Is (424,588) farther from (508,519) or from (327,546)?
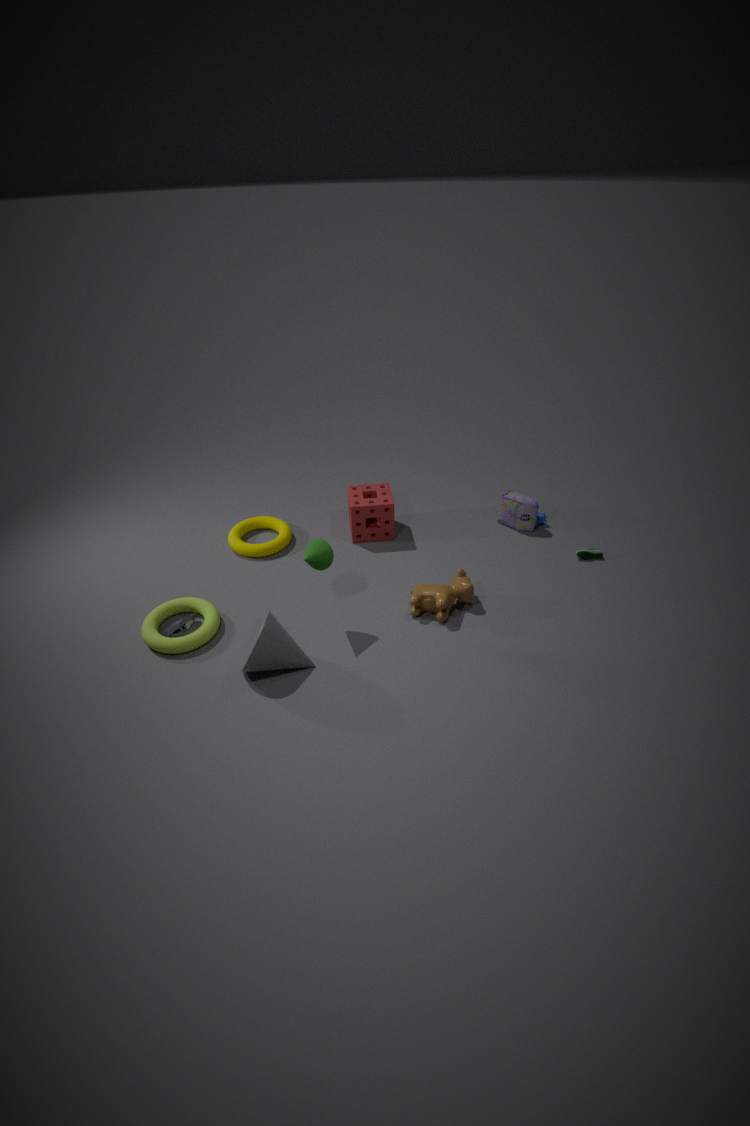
(508,519)
